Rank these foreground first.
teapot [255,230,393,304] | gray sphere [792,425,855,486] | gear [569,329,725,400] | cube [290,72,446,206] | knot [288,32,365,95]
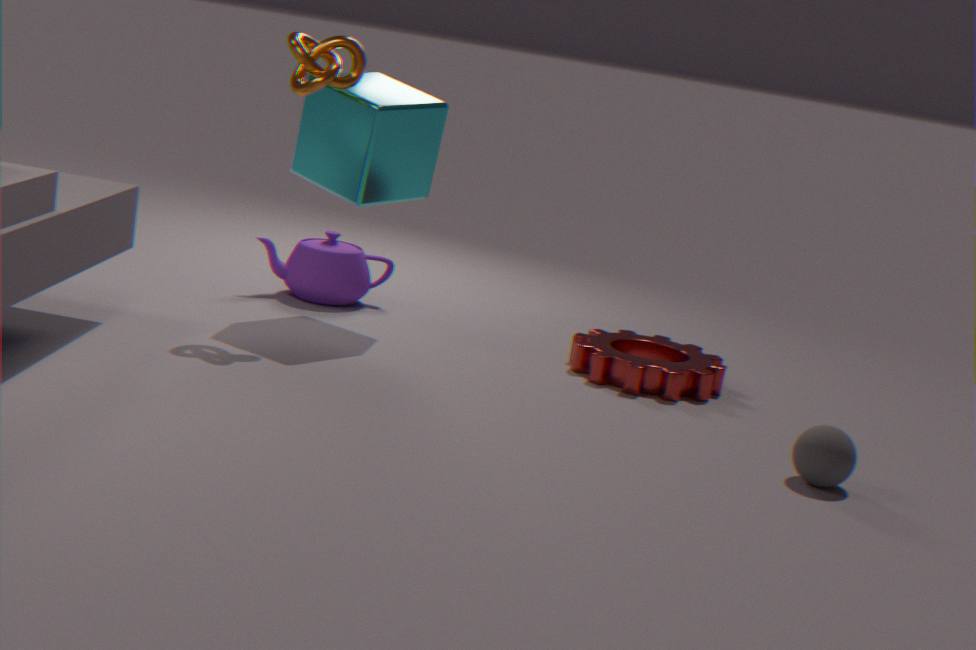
1. gray sphere [792,425,855,486]
2. knot [288,32,365,95]
3. cube [290,72,446,206]
4. gear [569,329,725,400]
5. teapot [255,230,393,304]
